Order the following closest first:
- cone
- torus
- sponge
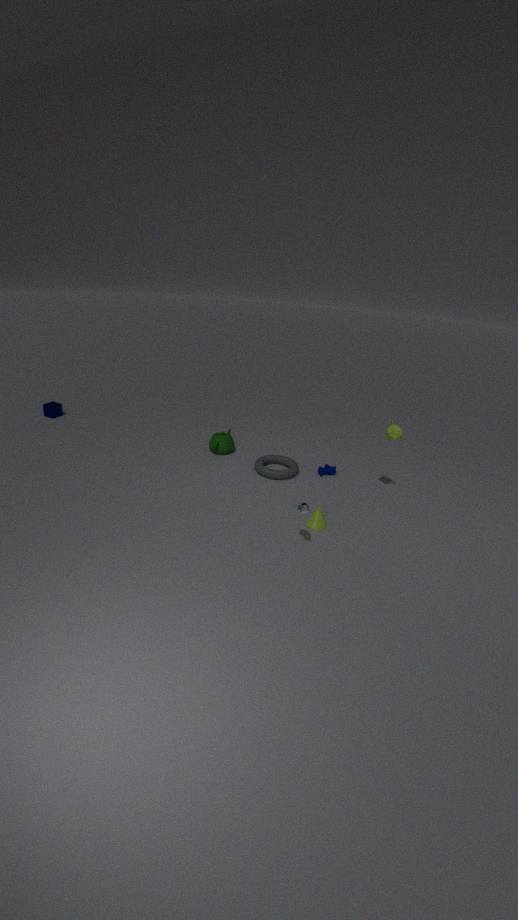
cone
torus
sponge
